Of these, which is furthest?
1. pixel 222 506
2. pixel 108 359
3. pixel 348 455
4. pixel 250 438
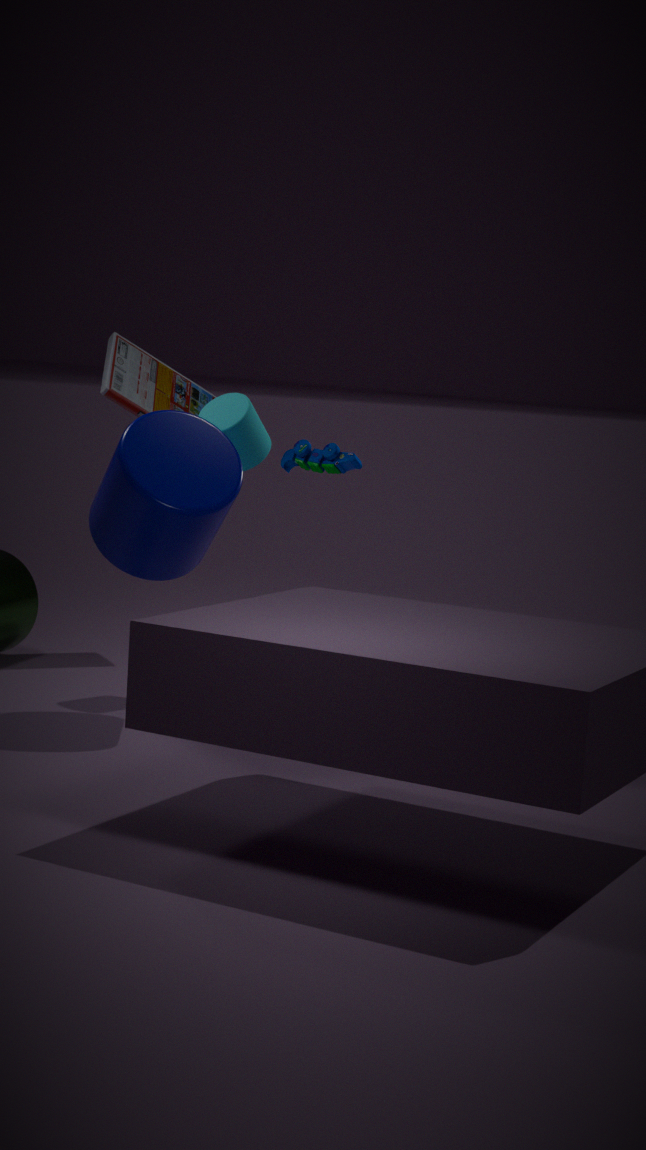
pixel 108 359
